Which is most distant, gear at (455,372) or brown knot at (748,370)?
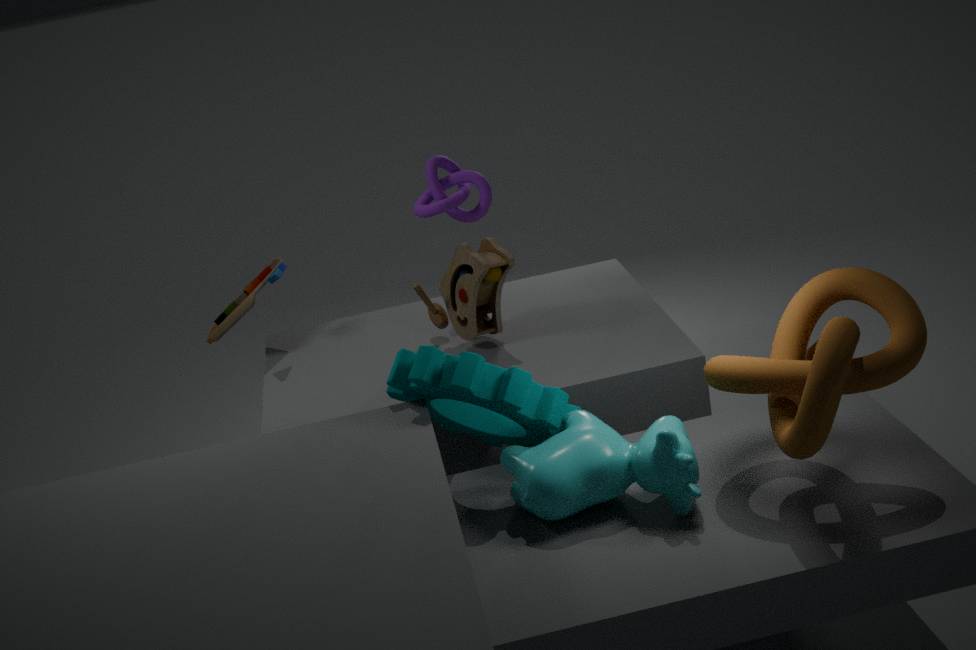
gear at (455,372)
